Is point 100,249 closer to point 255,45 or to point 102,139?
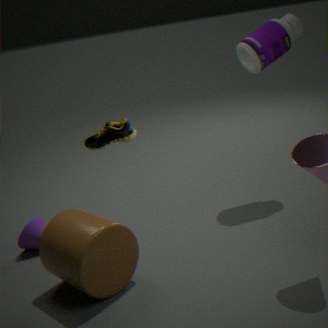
point 102,139
